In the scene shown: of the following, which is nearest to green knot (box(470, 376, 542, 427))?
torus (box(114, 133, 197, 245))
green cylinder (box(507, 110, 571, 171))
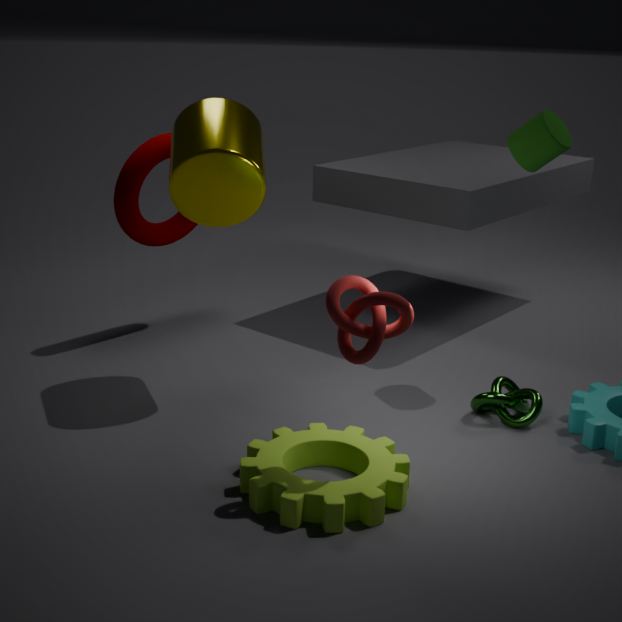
green cylinder (box(507, 110, 571, 171))
